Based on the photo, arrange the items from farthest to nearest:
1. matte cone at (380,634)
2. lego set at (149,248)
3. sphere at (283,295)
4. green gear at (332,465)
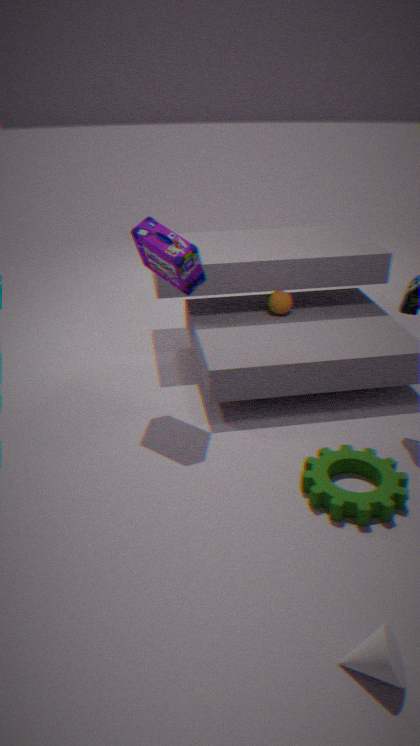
sphere at (283,295) → lego set at (149,248) → green gear at (332,465) → matte cone at (380,634)
